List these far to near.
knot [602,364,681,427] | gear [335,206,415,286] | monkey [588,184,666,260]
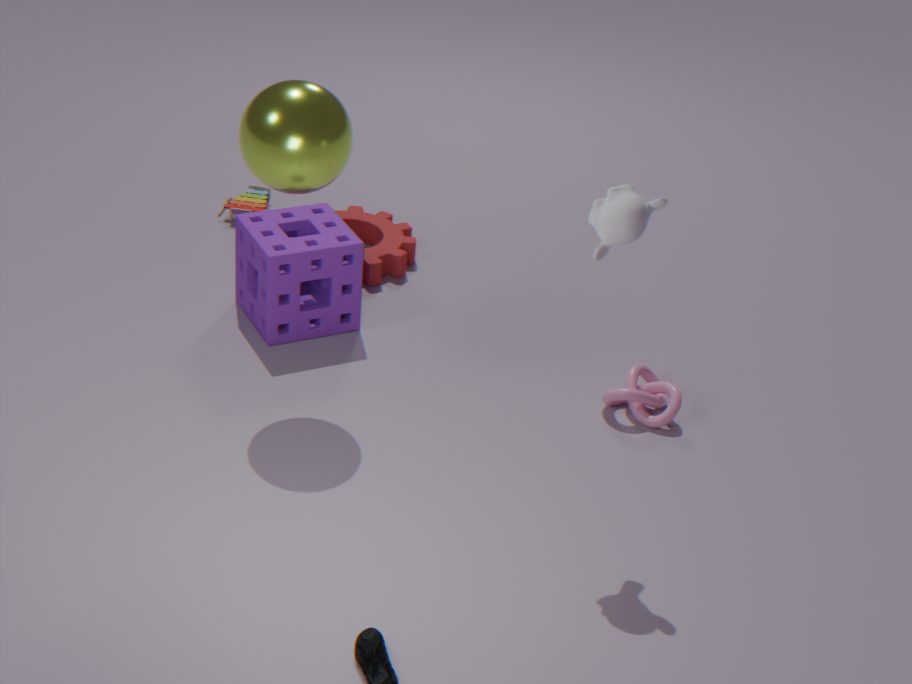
gear [335,206,415,286] → knot [602,364,681,427] → monkey [588,184,666,260]
